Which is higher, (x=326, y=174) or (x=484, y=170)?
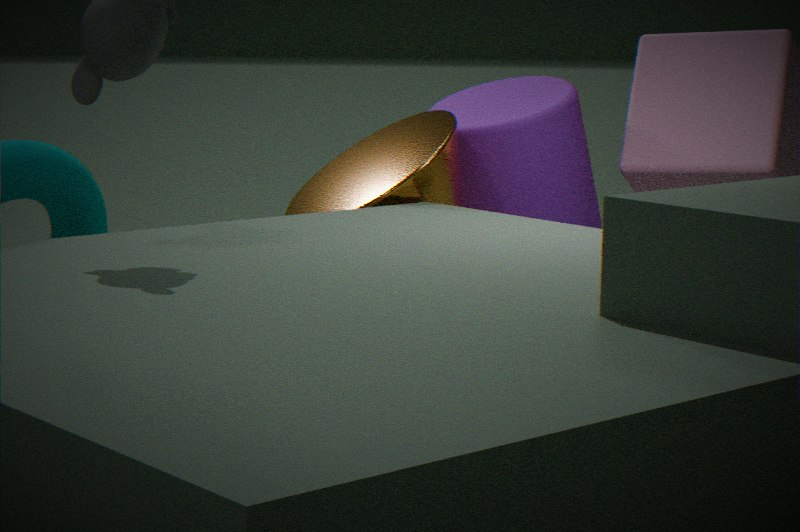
(x=484, y=170)
